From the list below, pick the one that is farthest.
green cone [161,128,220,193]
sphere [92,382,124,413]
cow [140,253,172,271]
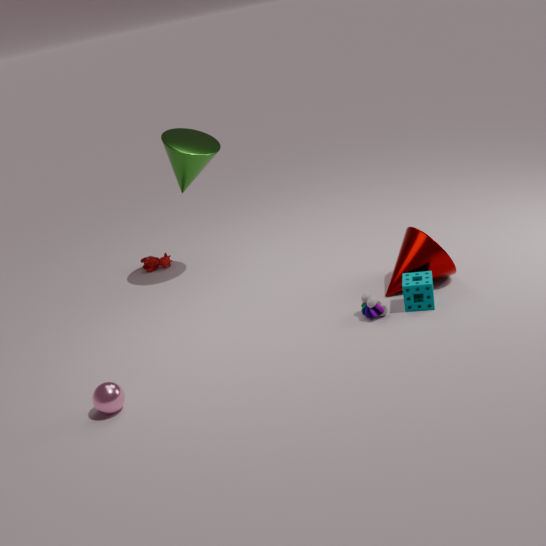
cow [140,253,172,271]
